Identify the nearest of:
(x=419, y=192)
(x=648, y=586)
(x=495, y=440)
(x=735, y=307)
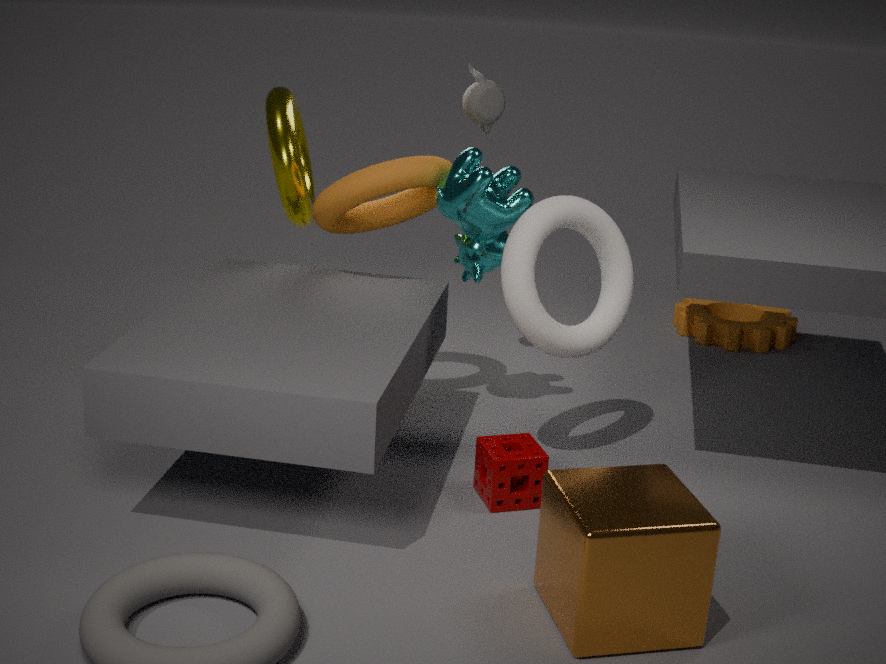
(x=648, y=586)
